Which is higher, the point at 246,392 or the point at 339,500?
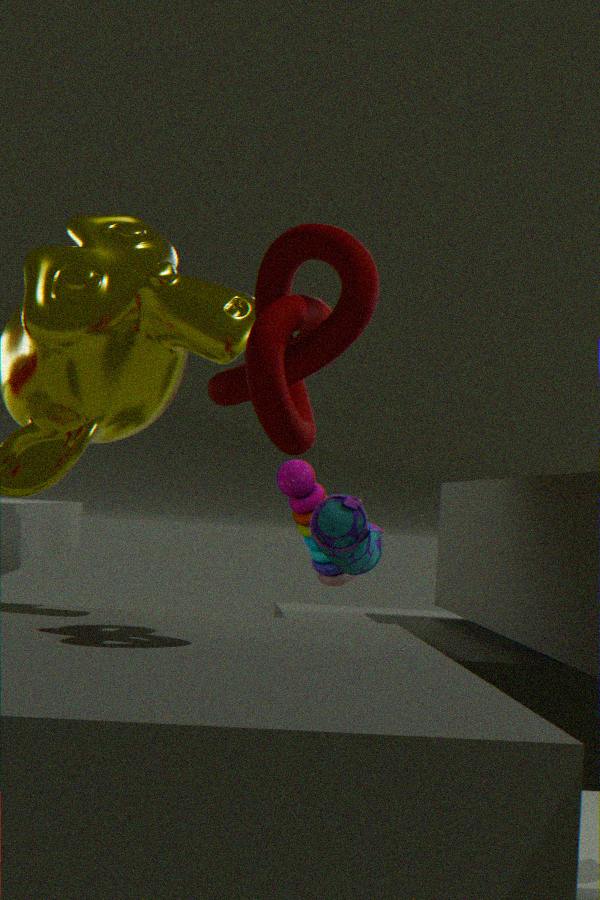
the point at 246,392
